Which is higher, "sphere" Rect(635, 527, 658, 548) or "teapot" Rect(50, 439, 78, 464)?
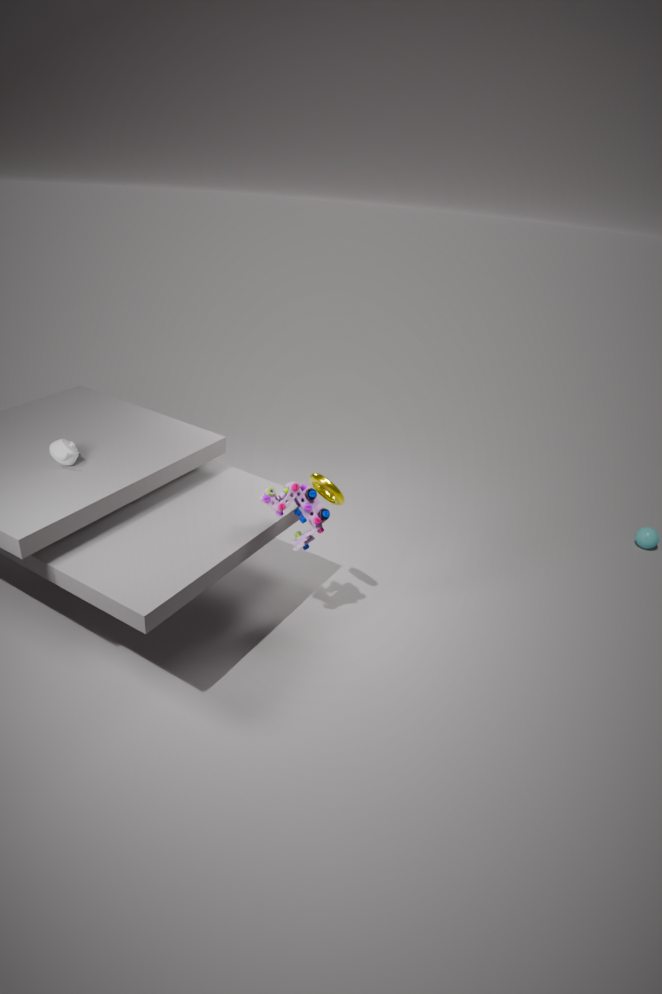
"teapot" Rect(50, 439, 78, 464)
